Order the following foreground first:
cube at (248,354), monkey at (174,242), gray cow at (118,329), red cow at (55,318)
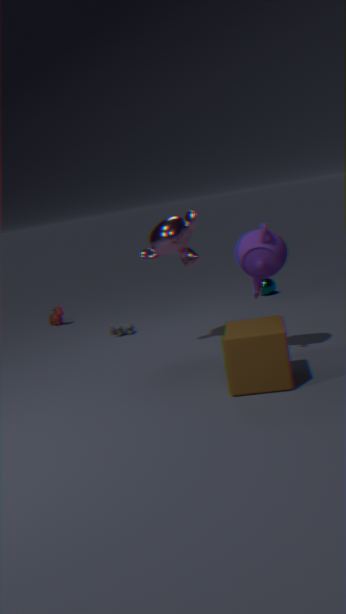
cube at (248,354), monkey at (174,242), gray cow at (118,329), red cow at (55,318)
